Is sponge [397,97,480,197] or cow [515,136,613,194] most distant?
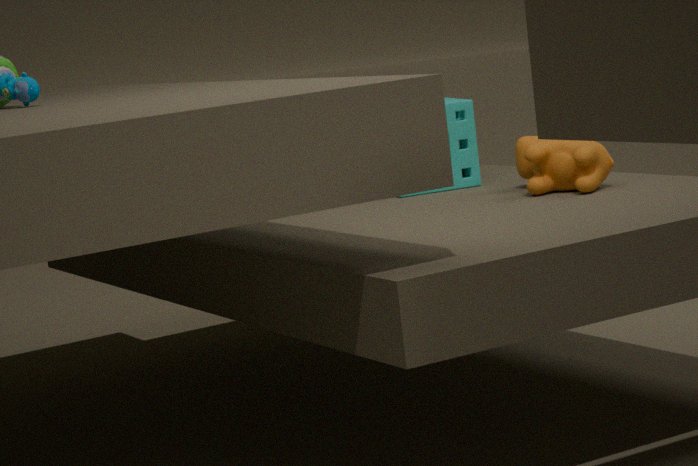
sponge [397,97,480,197]
